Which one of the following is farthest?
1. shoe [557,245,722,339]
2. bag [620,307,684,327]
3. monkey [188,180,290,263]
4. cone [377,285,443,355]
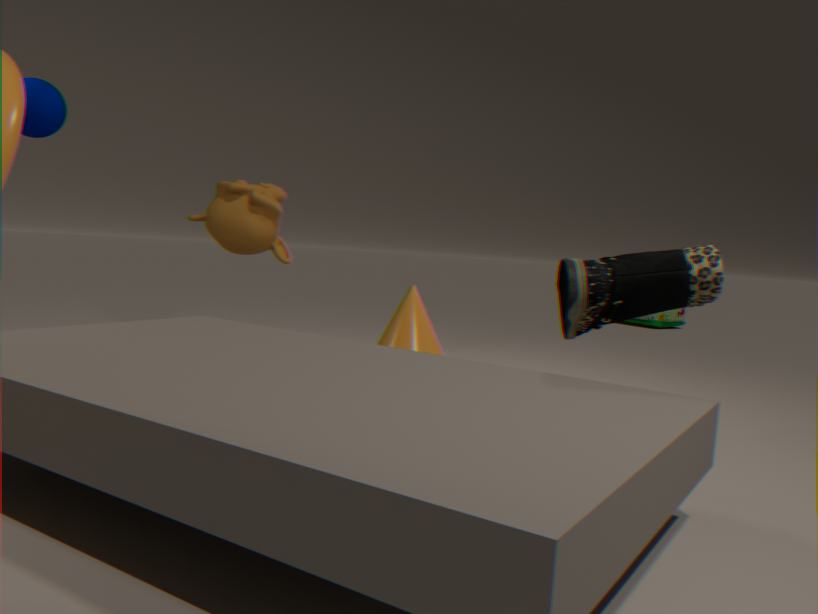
bag [620,307,684,327]
